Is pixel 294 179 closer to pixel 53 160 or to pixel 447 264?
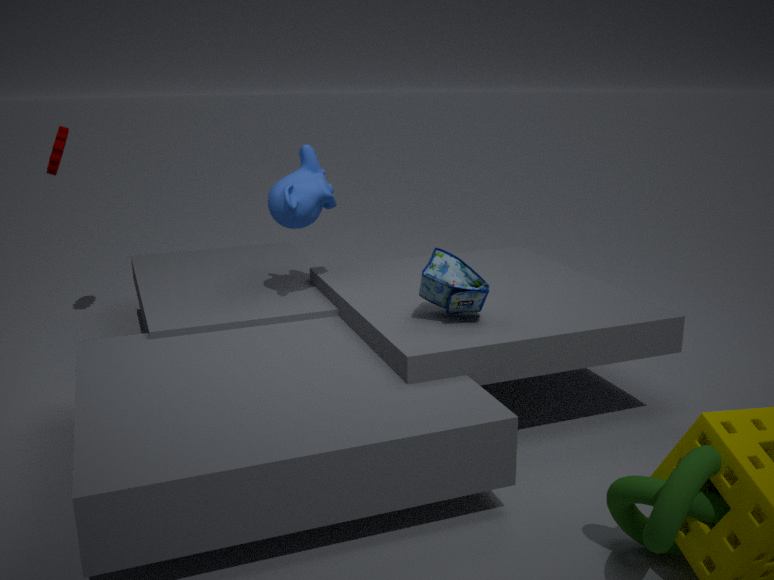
pixel 447 264
